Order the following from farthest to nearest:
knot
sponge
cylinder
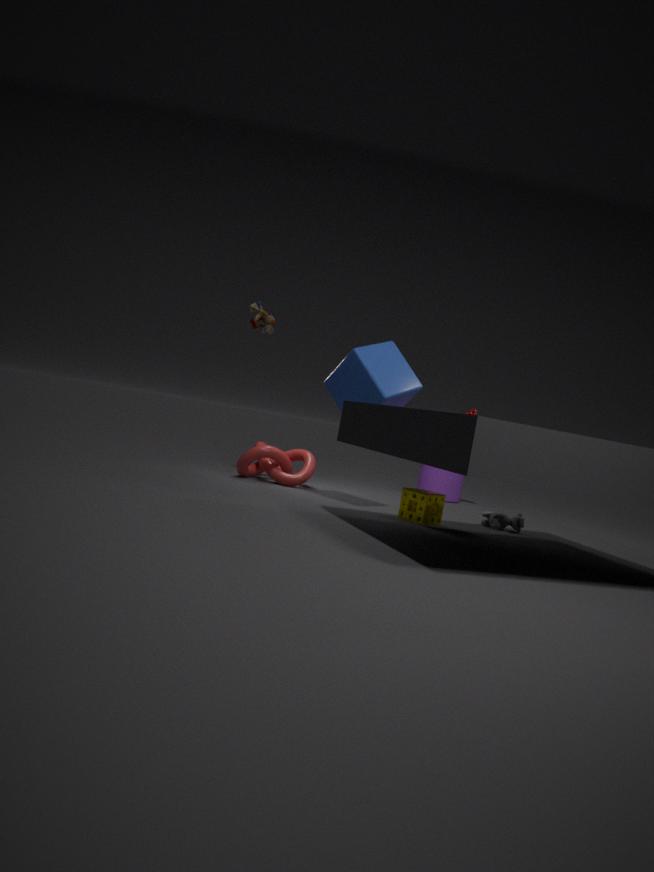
cylinder < knot < sponge
